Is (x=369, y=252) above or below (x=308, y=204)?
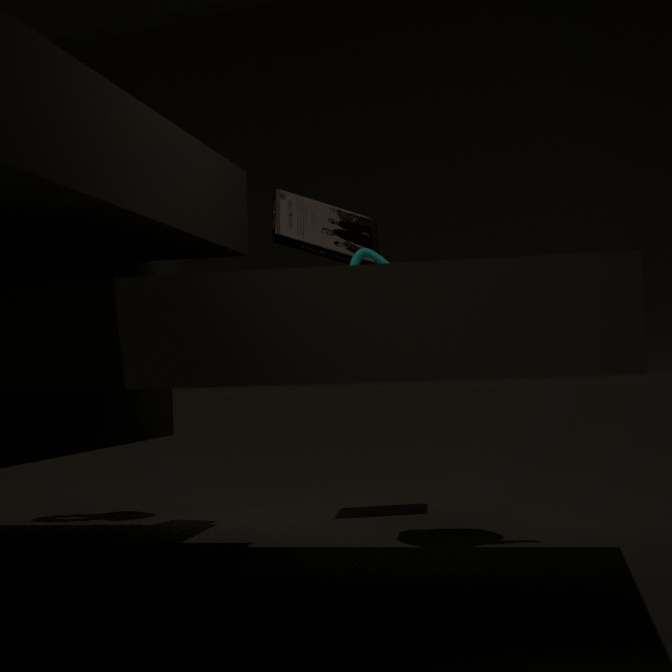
below
